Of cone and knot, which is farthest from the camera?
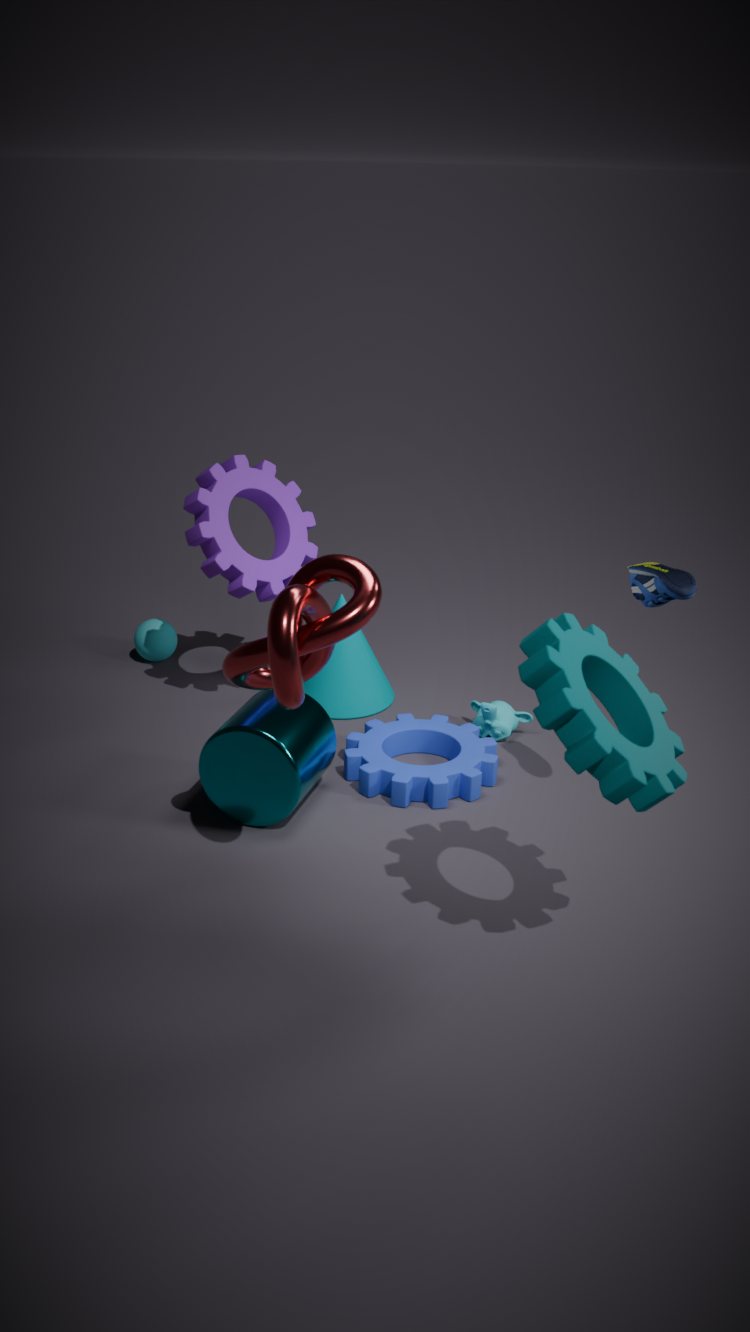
cone
